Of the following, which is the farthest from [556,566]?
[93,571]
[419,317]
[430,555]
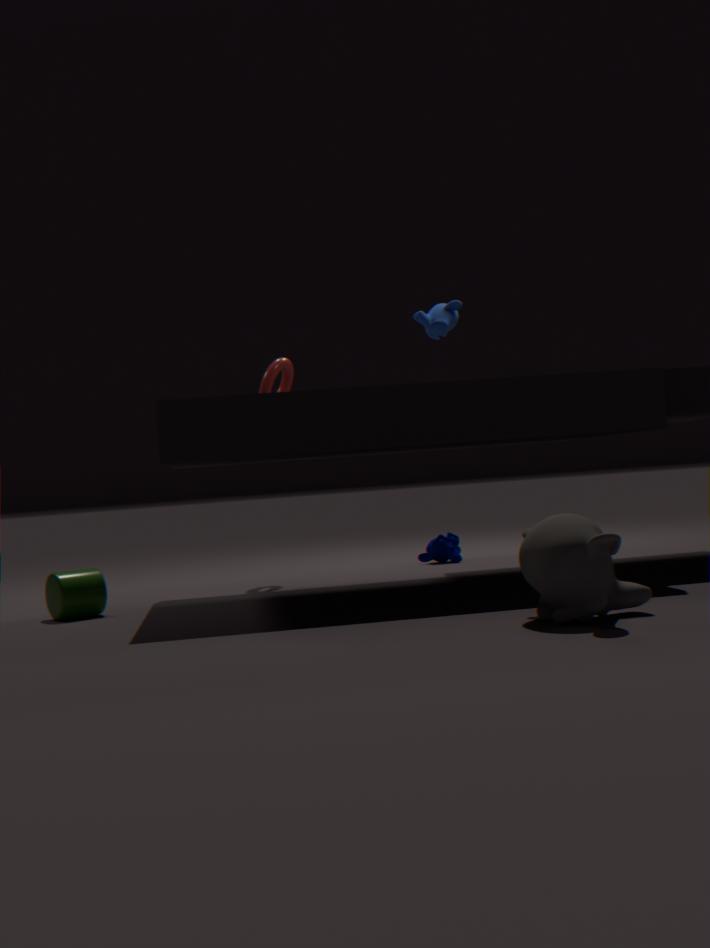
[430,555]
